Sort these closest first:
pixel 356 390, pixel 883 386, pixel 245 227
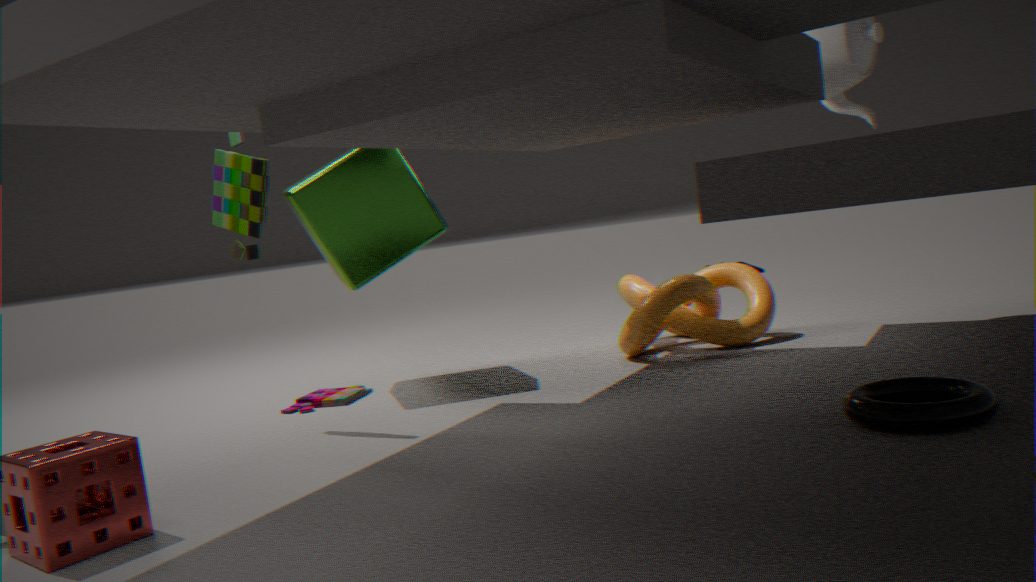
1. pixel 883 386
2. pixel 245 227
3. pixel 356 390
